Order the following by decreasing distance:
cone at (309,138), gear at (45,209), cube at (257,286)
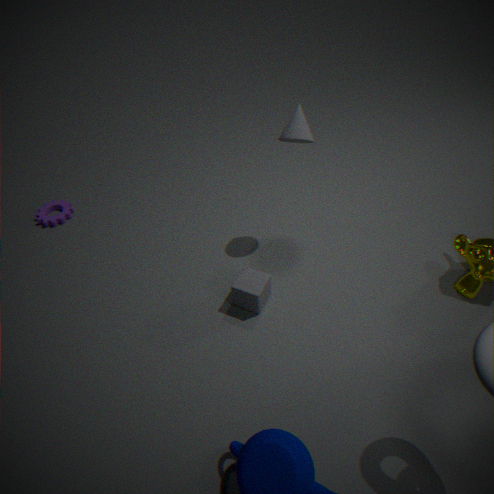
1. gear at (45,209)
2. cone at (309,138)
3. cube at (257,286)
